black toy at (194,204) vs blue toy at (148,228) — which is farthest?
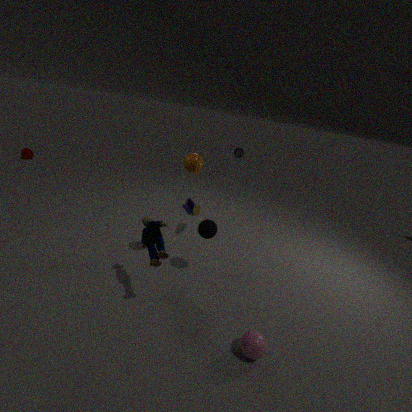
black toy at (194,204)
